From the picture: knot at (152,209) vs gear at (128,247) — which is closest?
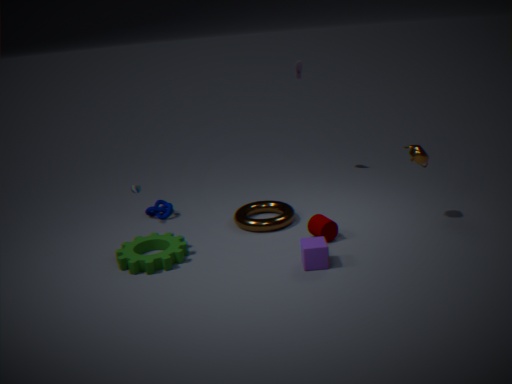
gear at (128,247)
